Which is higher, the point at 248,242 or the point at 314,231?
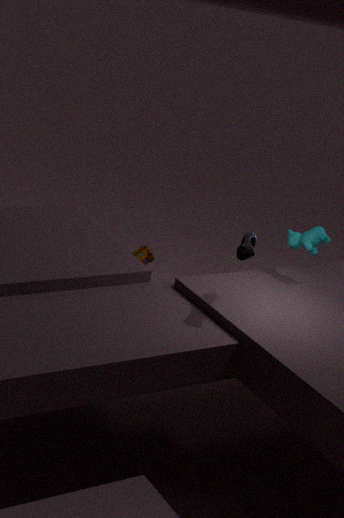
the point at 248,242
